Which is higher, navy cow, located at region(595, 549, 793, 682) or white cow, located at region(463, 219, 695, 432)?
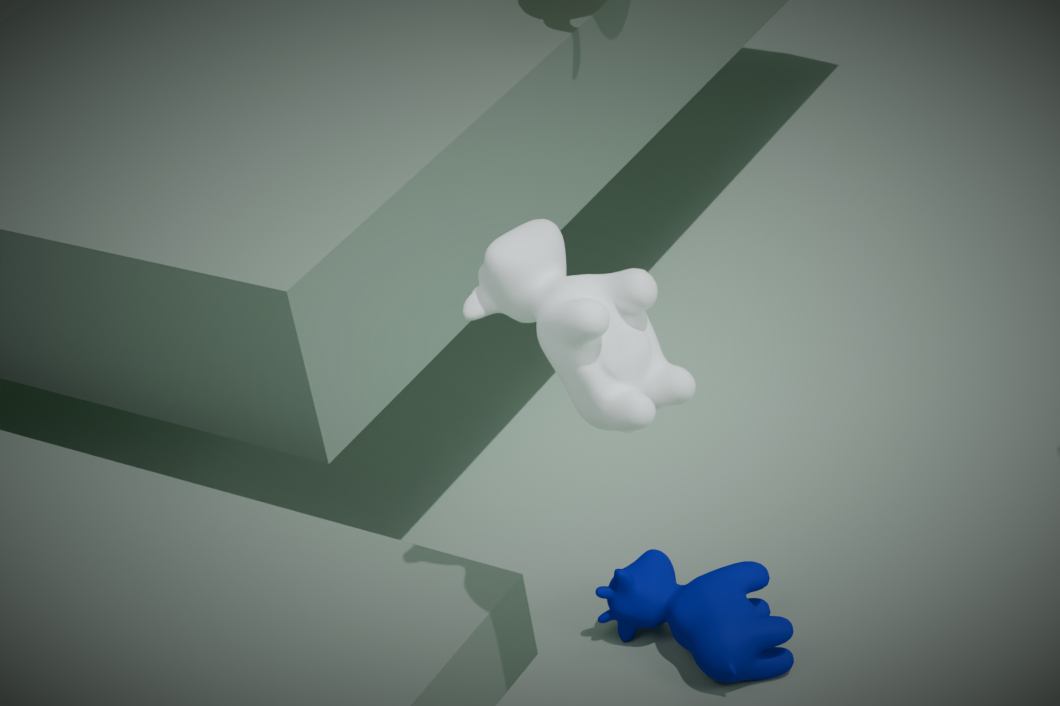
white cow, located at region(463, 219, 695, 432)
